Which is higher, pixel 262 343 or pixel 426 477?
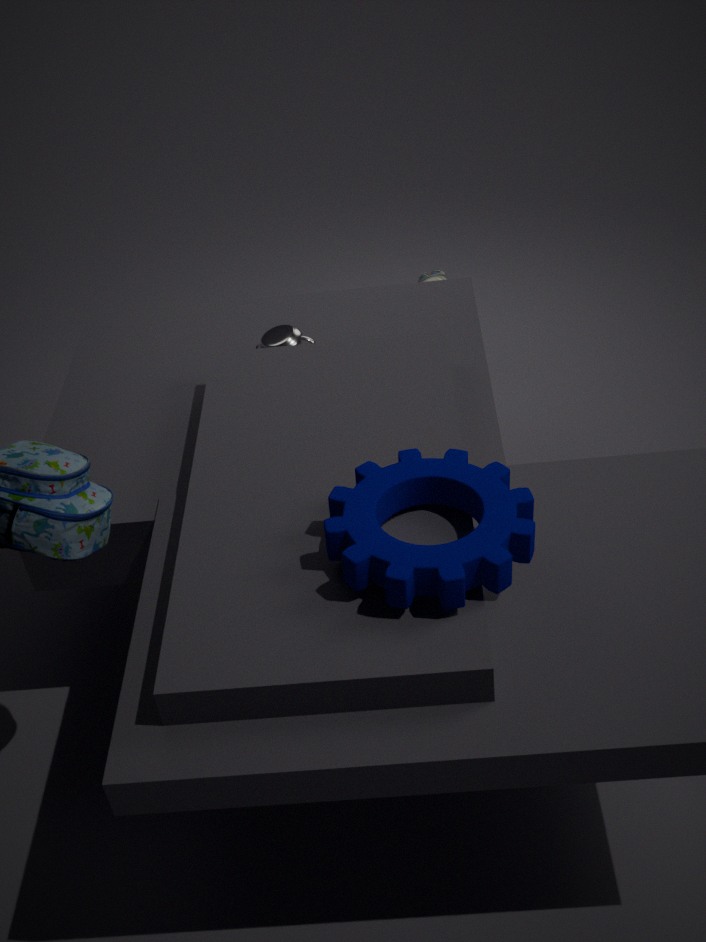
pixel 426 477
